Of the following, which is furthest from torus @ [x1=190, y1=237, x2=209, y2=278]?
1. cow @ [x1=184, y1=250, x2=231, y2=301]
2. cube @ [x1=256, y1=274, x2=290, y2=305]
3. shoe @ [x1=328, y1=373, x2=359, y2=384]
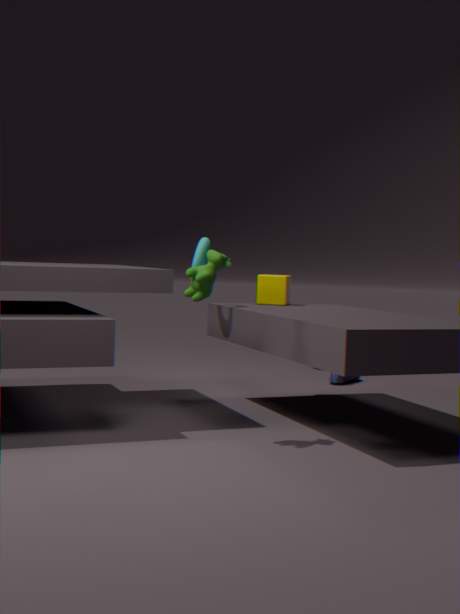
shoe @ [x1=328, y1=373, x2=359, y2=384]
